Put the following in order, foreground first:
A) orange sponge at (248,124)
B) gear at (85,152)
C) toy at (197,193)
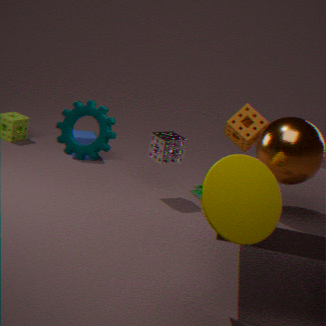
gear at (85,152)
orange sponge at (248,124)
toy at (197,193)
